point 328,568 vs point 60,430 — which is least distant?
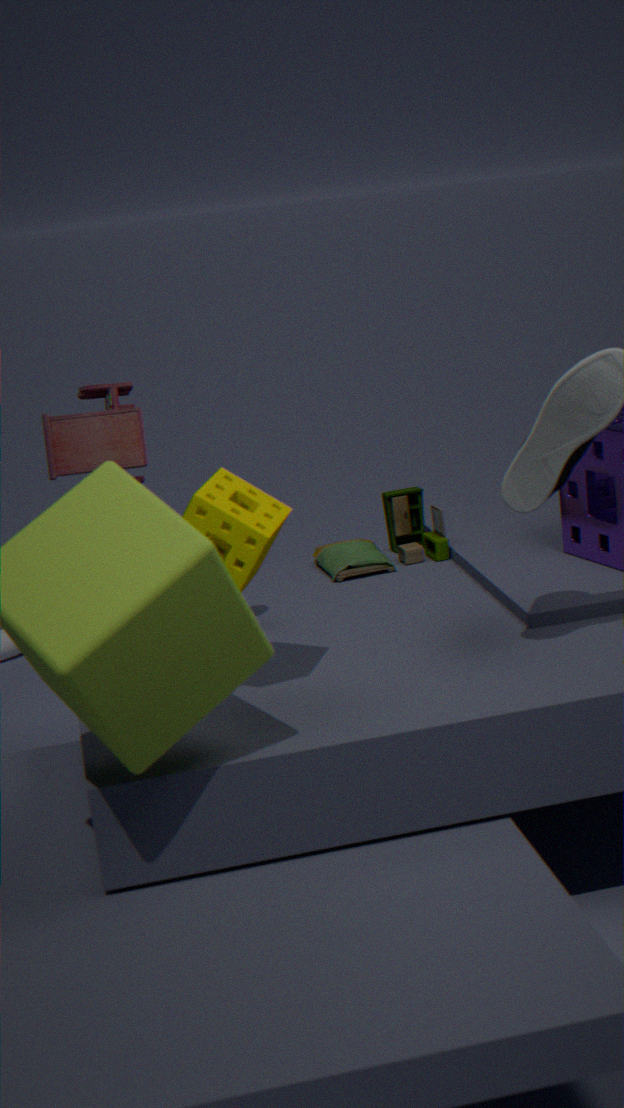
point 60,430
